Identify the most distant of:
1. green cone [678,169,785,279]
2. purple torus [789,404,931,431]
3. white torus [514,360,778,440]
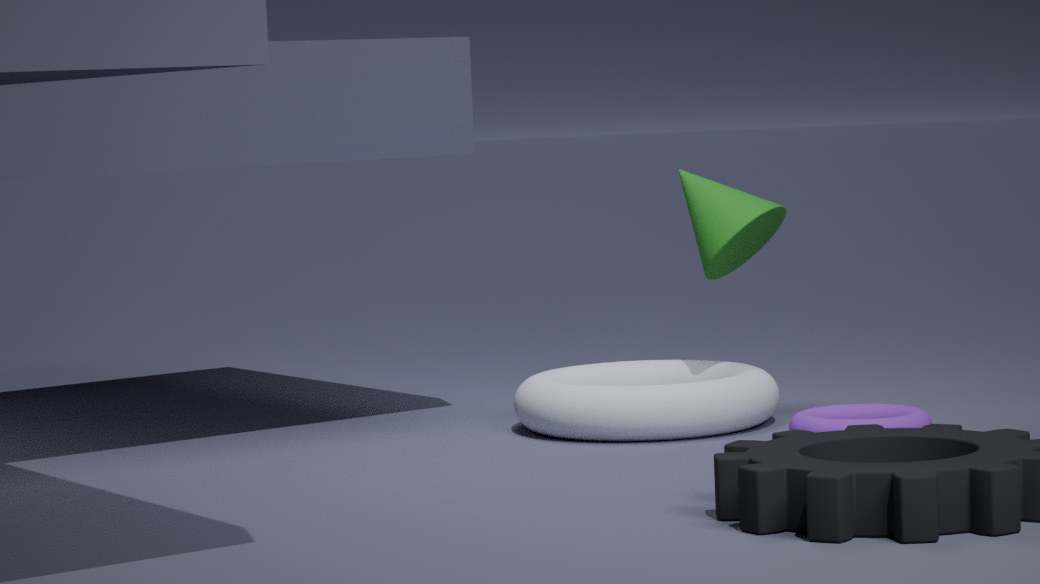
green cone [678,169,785,279]
